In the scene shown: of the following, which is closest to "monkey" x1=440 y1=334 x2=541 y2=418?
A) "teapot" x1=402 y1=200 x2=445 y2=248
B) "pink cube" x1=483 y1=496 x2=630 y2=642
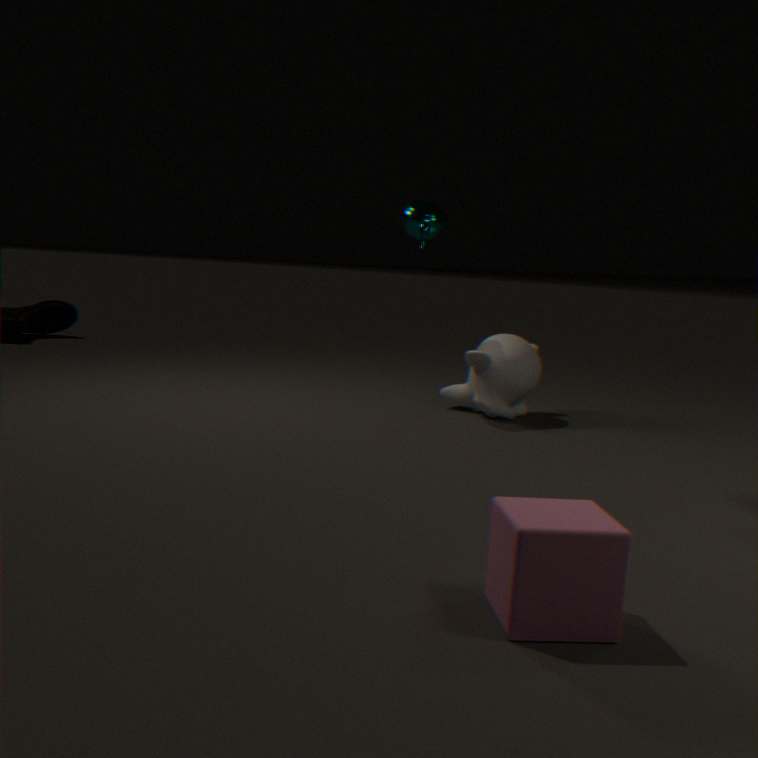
"teapot" x1=402 y1=200 x2=445 y2=248
